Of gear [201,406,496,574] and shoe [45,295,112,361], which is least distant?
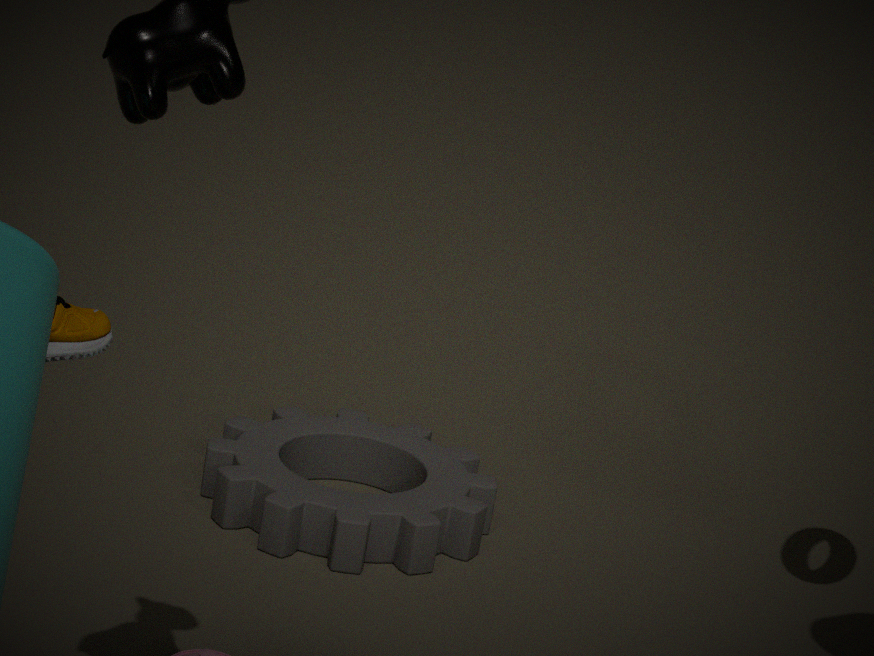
shoe [45,295,112,361]
